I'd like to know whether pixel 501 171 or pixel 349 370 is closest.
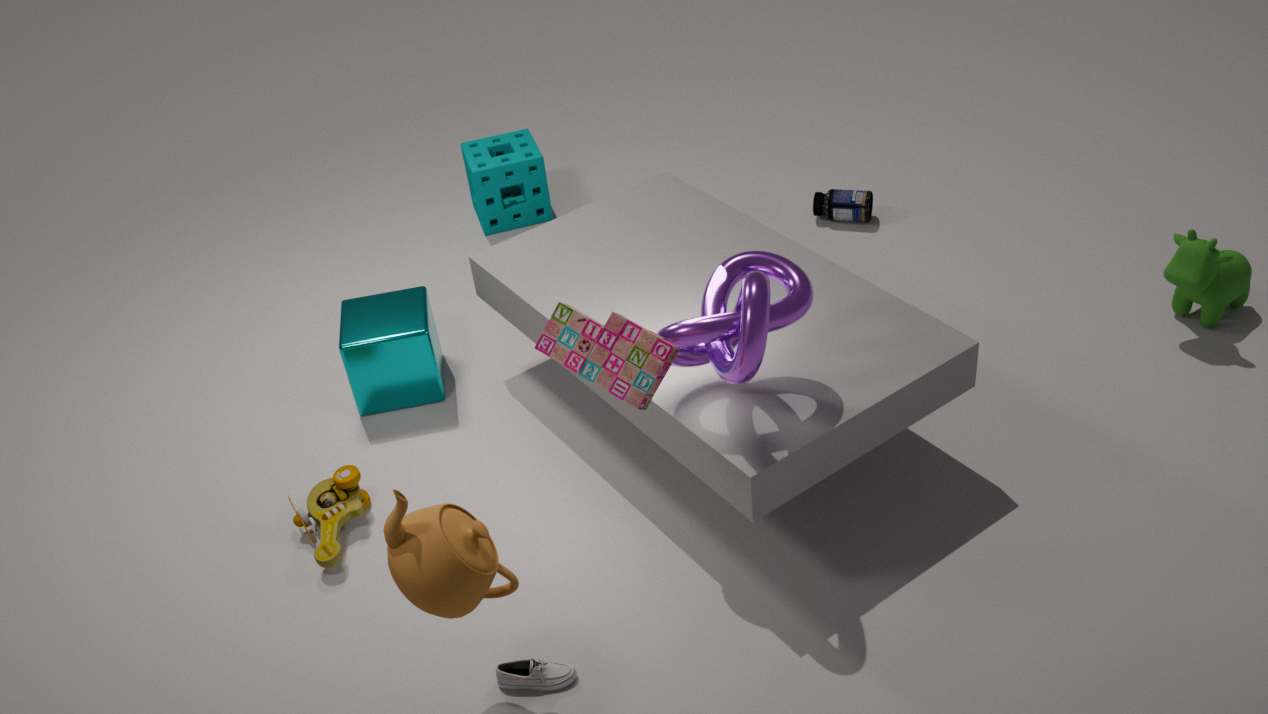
pixel 349 370
